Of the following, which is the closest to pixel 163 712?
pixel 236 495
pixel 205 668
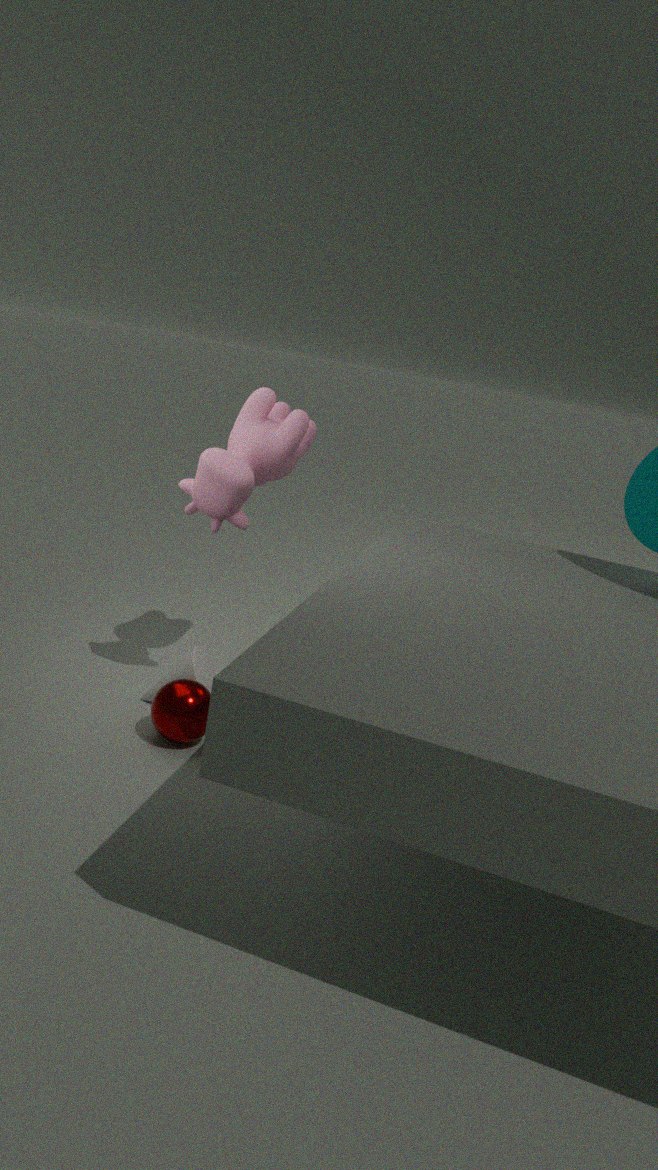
pixel 205 668
